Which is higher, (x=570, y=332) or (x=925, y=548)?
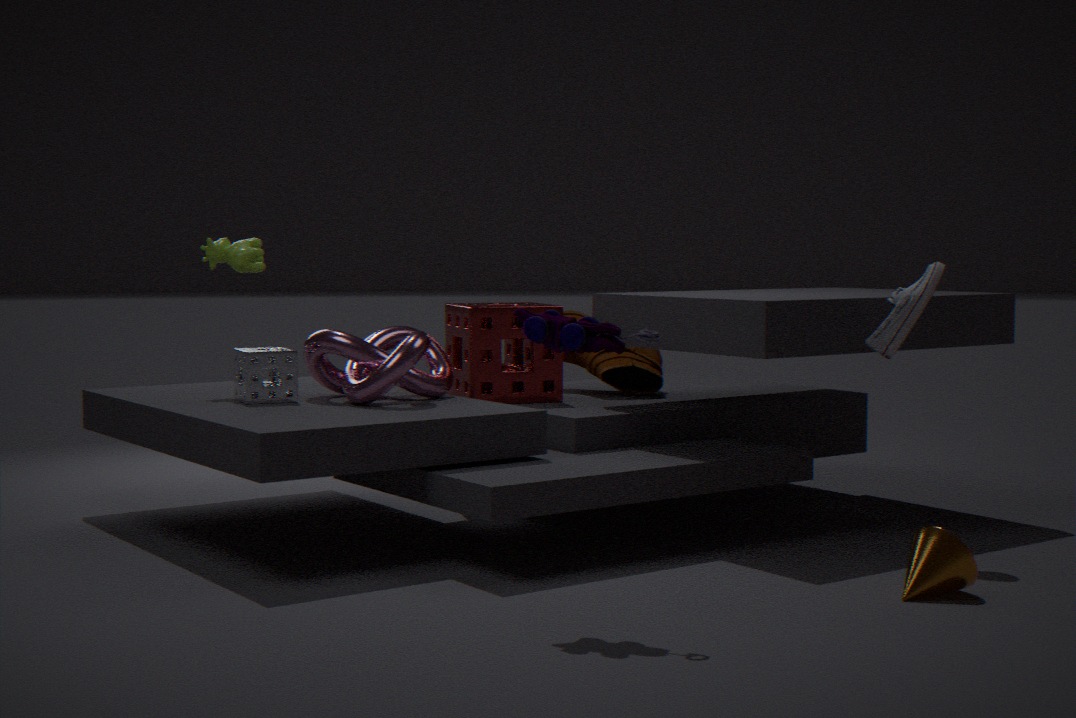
(x=570, y=332)
